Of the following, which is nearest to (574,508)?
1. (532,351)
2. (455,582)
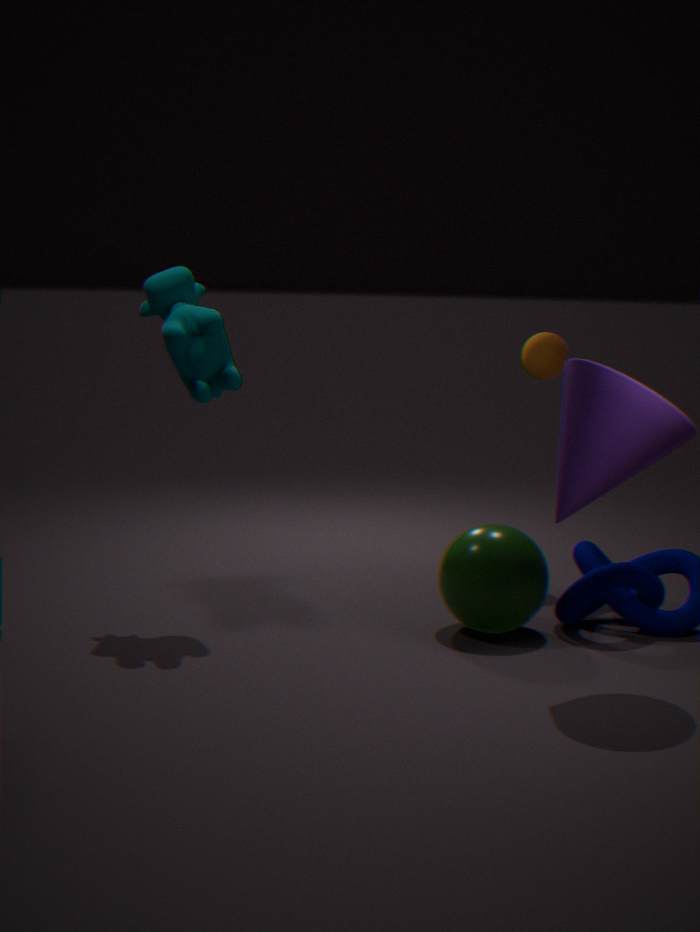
(455,582)
